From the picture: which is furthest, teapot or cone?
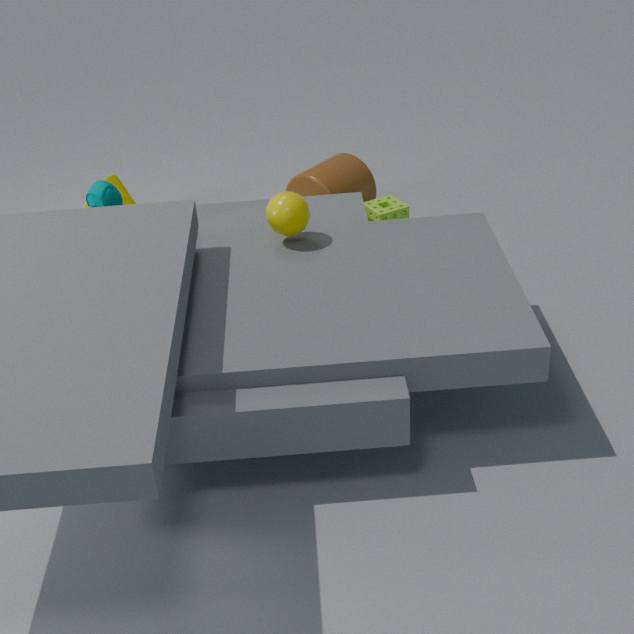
cone
